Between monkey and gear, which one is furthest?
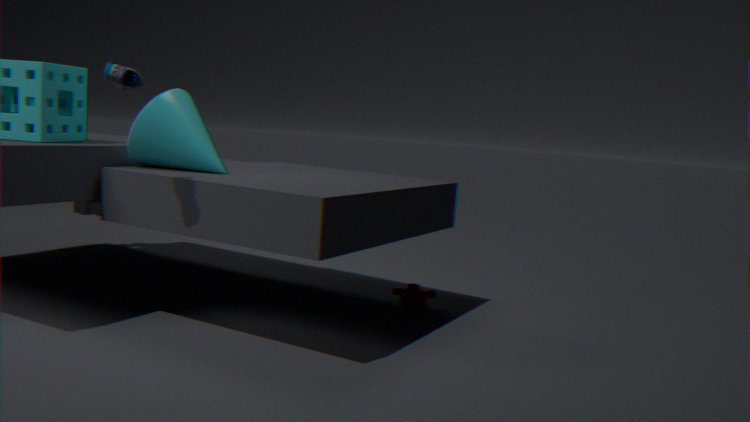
gear
